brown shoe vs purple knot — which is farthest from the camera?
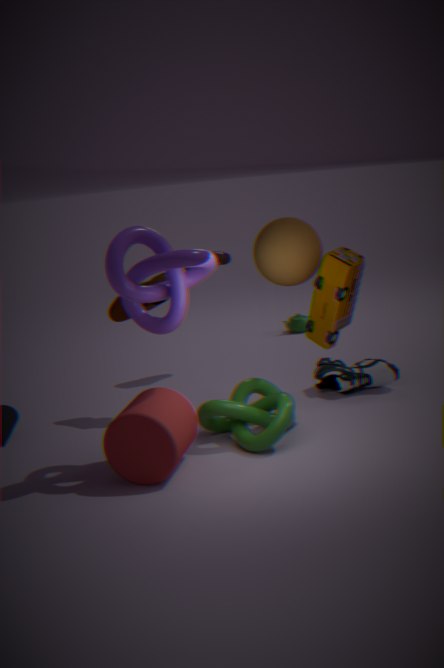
brown shoe
